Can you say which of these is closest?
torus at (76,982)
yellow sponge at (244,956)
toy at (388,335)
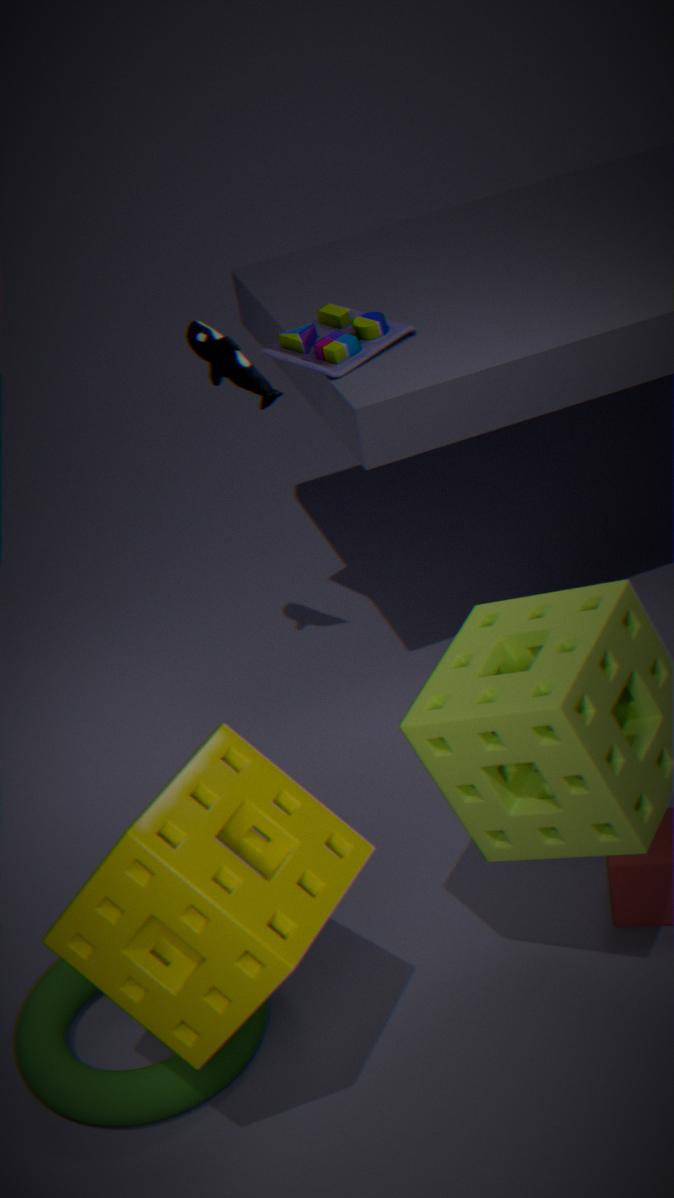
yellow sponge at (244,956)
